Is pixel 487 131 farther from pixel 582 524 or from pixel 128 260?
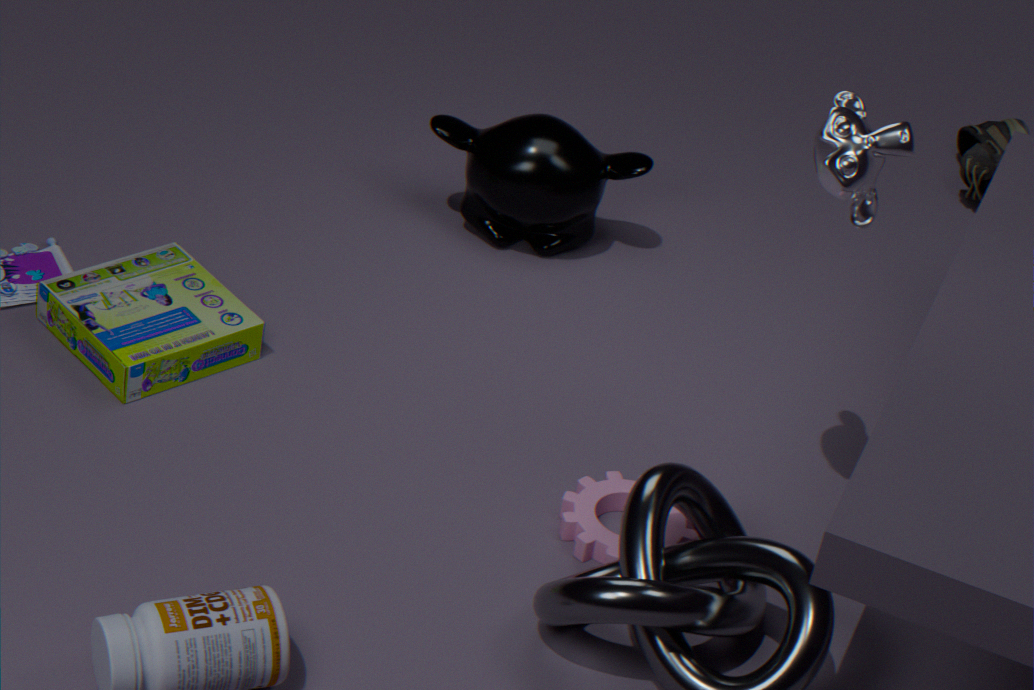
pixel 582 524
